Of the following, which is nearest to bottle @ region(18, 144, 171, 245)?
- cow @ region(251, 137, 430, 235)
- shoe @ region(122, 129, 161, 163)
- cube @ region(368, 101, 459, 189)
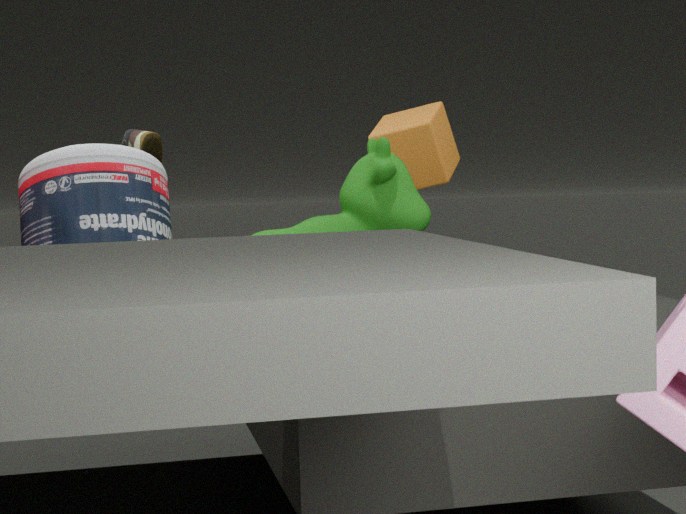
cow @ region(251, 137, 430, 235)
